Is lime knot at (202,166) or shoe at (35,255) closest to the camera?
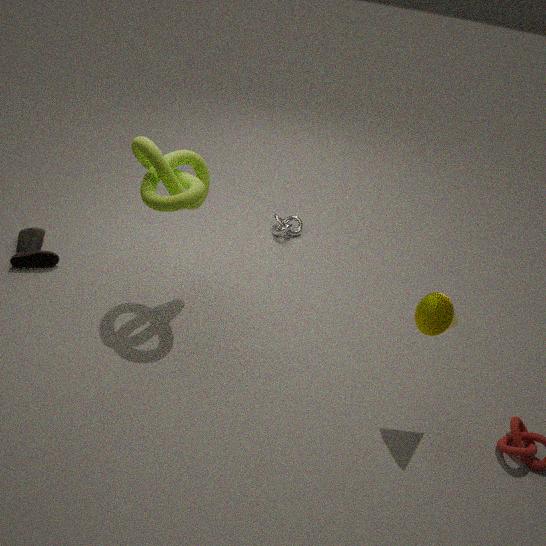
lime knot at (202,166)
